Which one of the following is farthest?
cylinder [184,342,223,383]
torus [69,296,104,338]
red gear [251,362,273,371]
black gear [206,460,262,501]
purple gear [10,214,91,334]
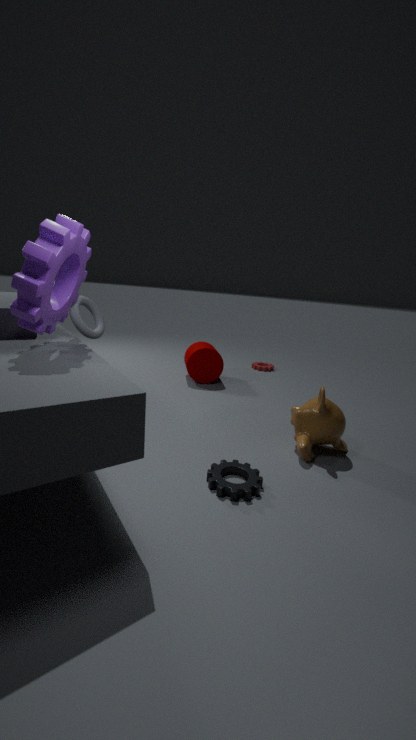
red gear [251,362,273,371]
